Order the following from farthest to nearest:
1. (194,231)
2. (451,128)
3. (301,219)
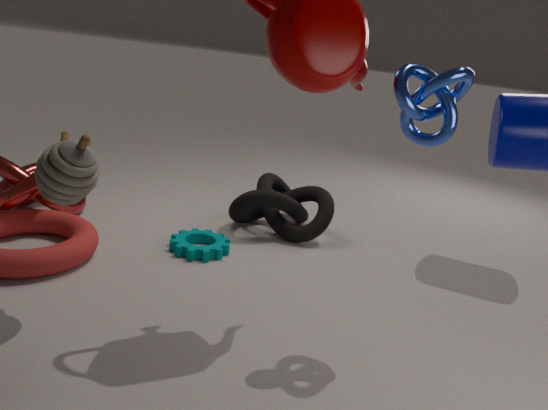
(301,219)
(194,231)
(451,128)
